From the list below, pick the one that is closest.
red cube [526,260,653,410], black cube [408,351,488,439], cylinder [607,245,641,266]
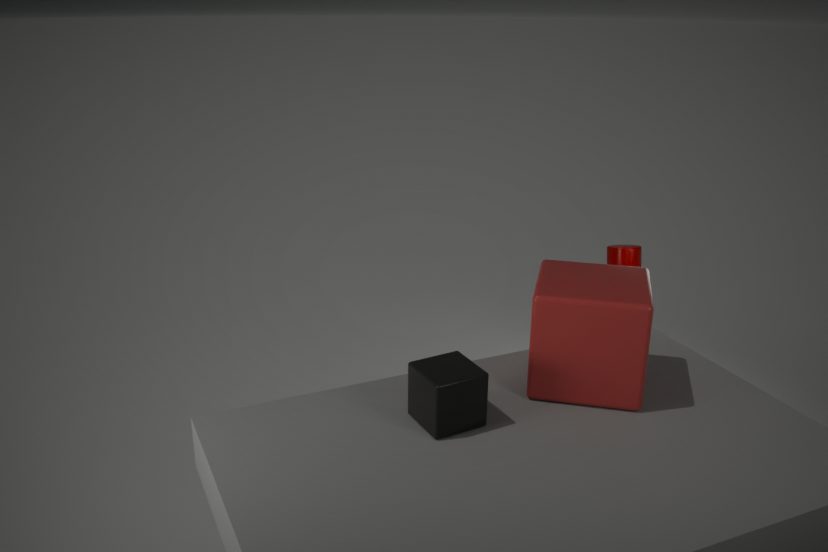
black cube [408,351,488,439]
